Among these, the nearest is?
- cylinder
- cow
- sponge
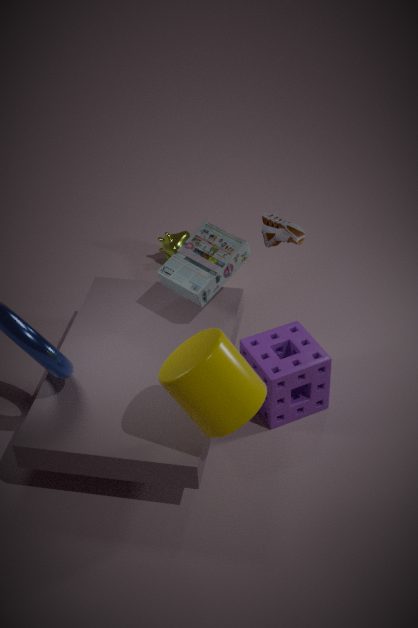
cylinder
